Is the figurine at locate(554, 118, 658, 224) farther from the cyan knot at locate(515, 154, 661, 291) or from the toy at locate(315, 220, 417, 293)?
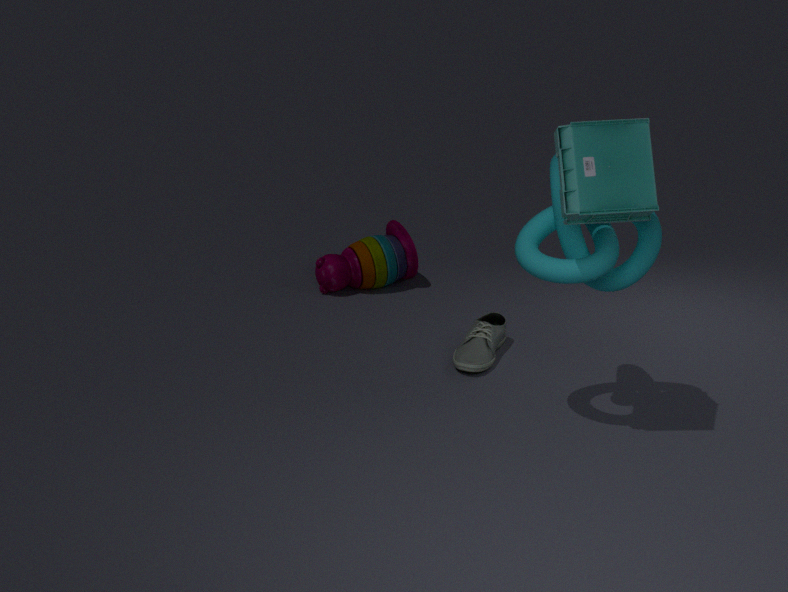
the toy at locate(315, 220, 417, 293)
